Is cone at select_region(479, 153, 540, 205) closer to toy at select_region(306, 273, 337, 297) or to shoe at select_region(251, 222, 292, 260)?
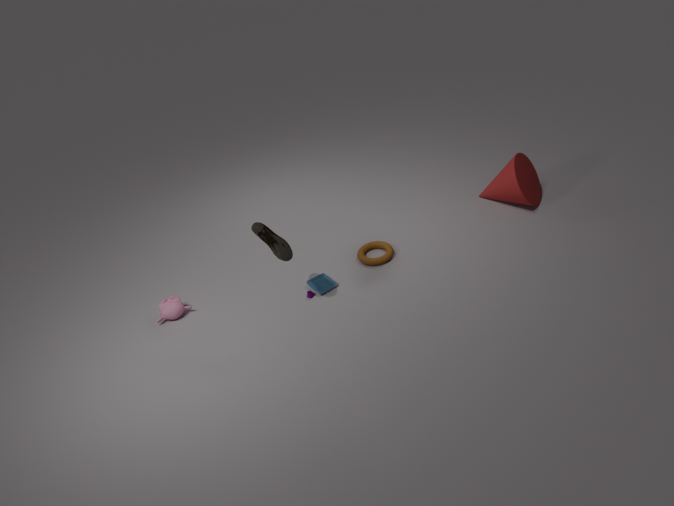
toy at select_region(306, 273, 337, 297)
